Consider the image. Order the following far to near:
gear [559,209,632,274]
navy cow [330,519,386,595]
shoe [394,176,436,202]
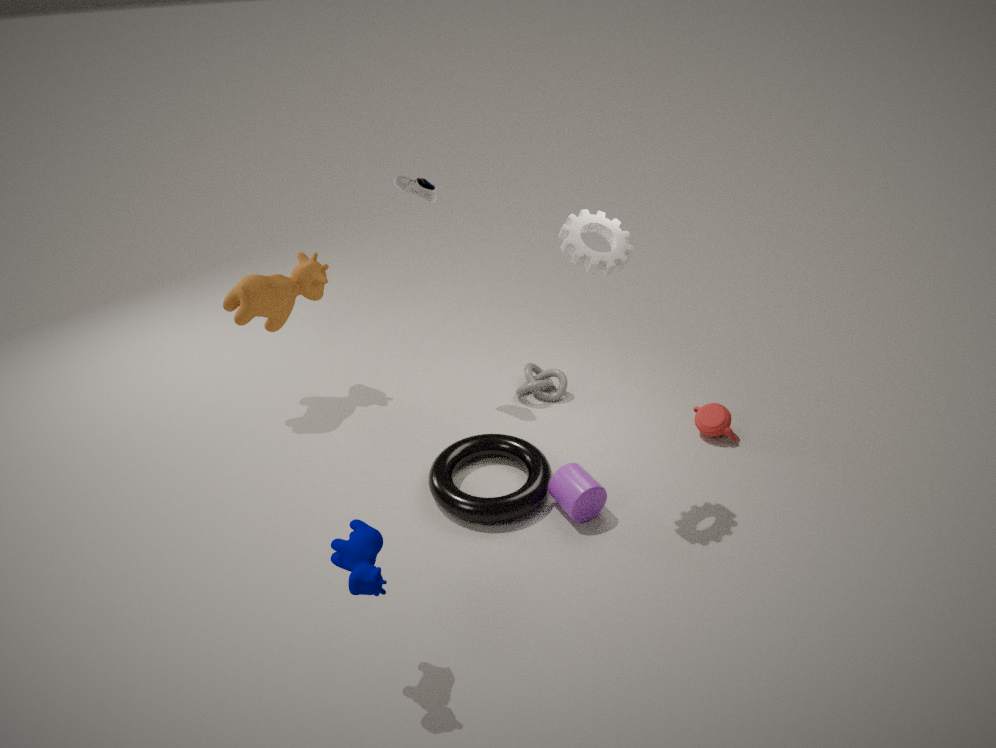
shoe [394,176,436,202], gear [559,209,632,274], navy cow [330,519,386,595]
